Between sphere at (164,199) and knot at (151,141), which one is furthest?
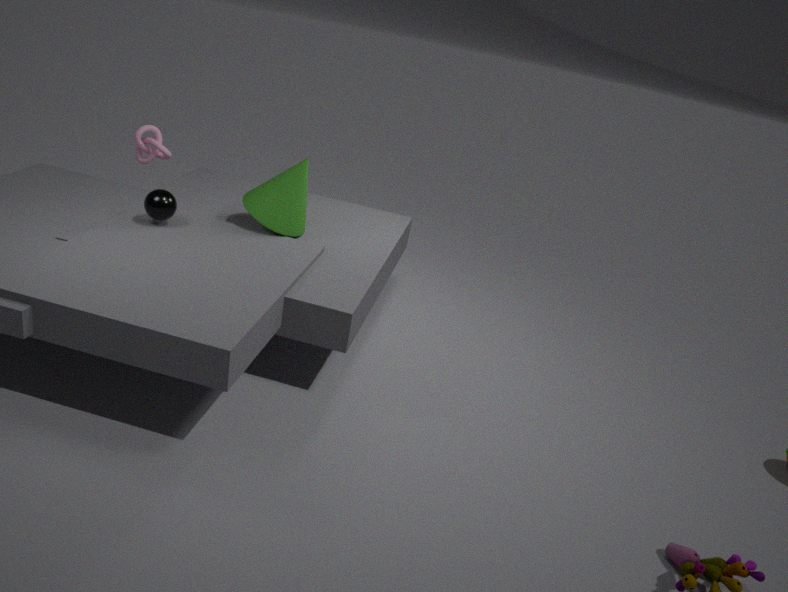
knot at (151,141)
